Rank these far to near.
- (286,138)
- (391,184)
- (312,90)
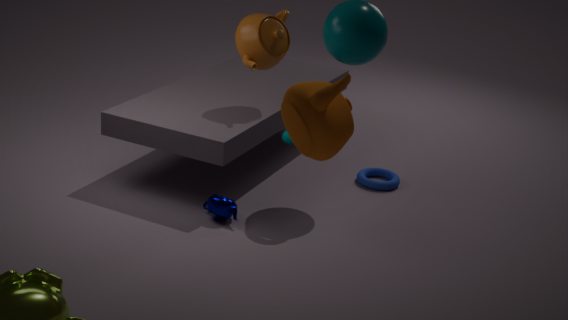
(391,184) → (286,138) → (312,90)
